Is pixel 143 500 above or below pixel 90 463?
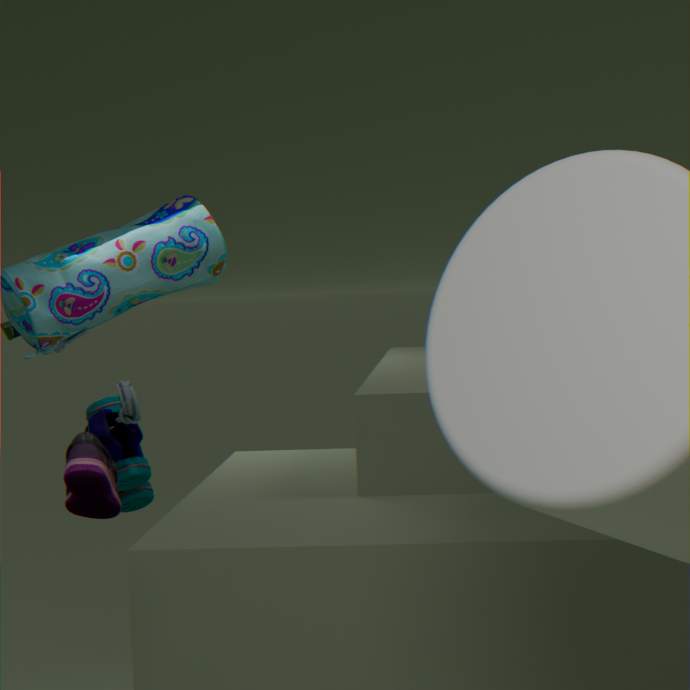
below
